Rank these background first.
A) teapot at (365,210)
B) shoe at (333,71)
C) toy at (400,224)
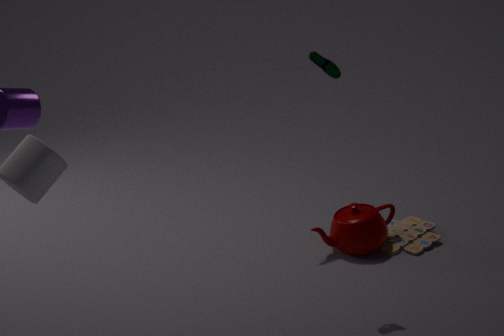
1. toy at (400,224)
2. teapot at (365,210)
3. shoe at (333,71)
